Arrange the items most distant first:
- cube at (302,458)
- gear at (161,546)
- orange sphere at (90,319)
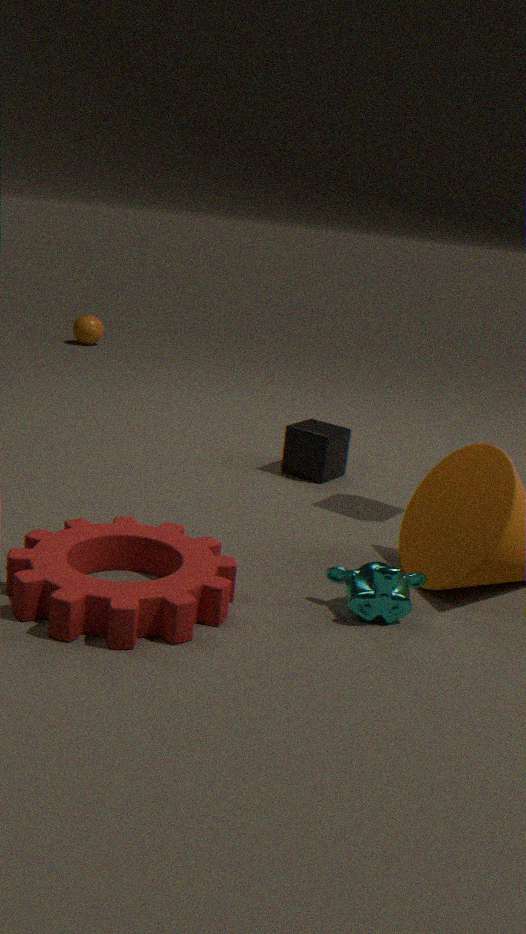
orange sphere at (90,319) → cube at (302,458) → gear at (161,546)
